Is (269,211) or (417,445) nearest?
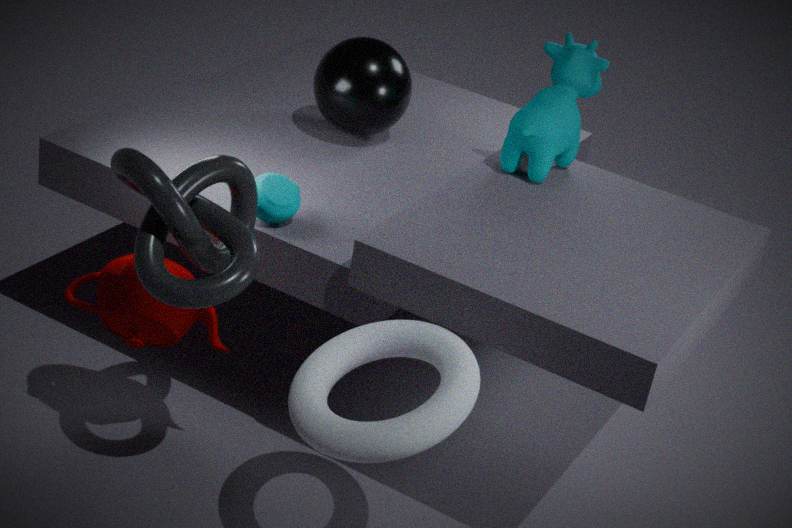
(417,445)
